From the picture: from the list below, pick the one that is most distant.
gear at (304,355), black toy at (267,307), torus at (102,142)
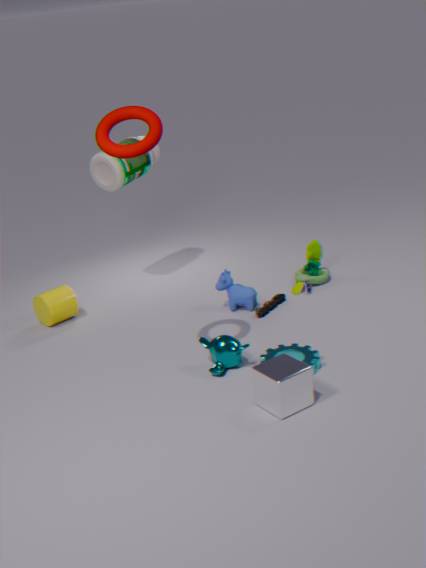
black toy at (267,307)
